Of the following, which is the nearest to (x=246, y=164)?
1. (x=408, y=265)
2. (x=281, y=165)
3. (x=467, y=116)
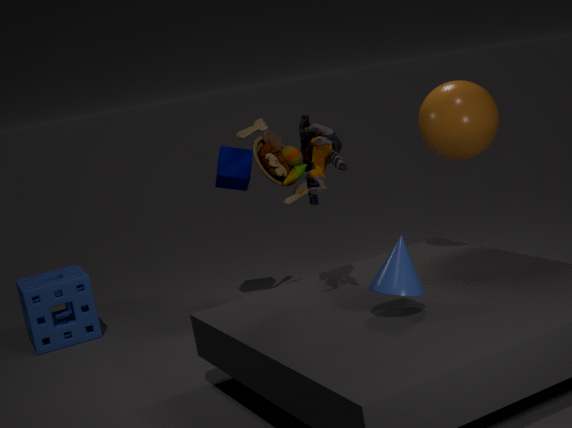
(x=281, y=165)
